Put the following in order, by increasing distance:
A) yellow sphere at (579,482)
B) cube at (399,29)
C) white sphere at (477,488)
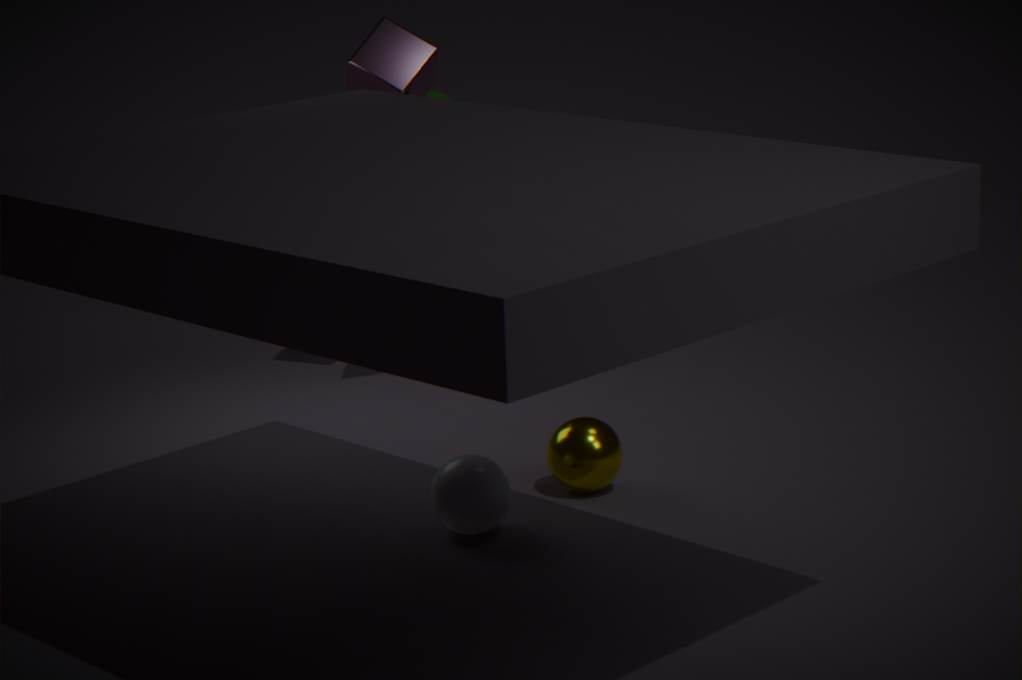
1. white sphere at (477,488)
2. yellow sphere at (579,482)
3. cube at (399,29)
